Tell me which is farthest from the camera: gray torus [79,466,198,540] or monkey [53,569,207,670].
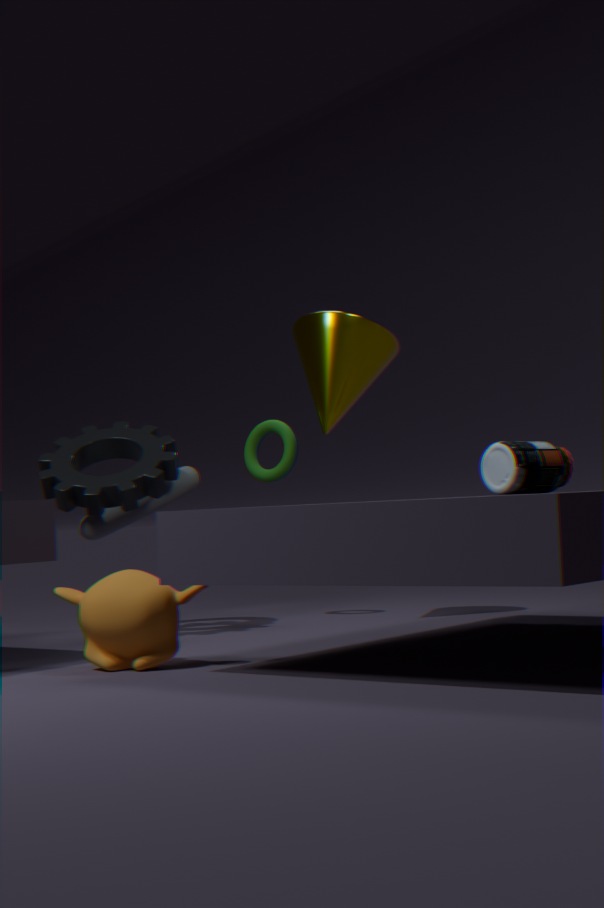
gray torus [79,466,198,540]
